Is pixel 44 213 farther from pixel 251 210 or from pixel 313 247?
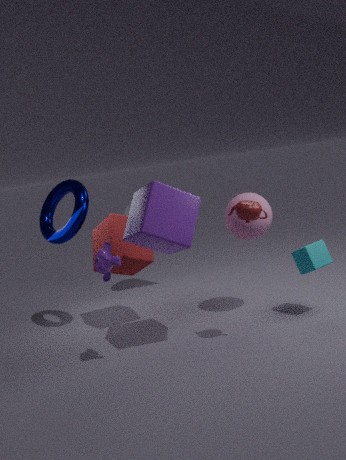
pixel 313 247
